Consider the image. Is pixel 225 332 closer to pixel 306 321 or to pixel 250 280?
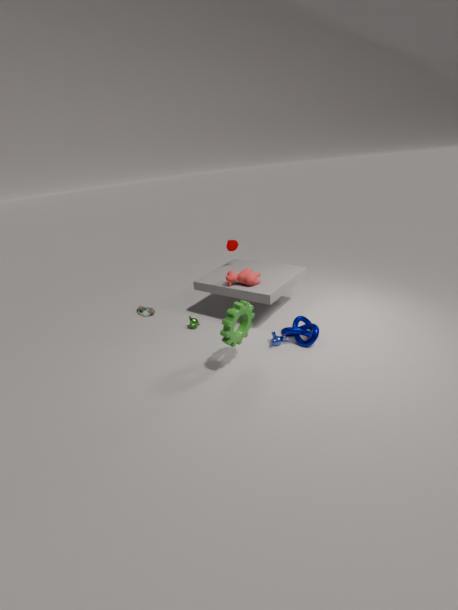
pixel 306 321
